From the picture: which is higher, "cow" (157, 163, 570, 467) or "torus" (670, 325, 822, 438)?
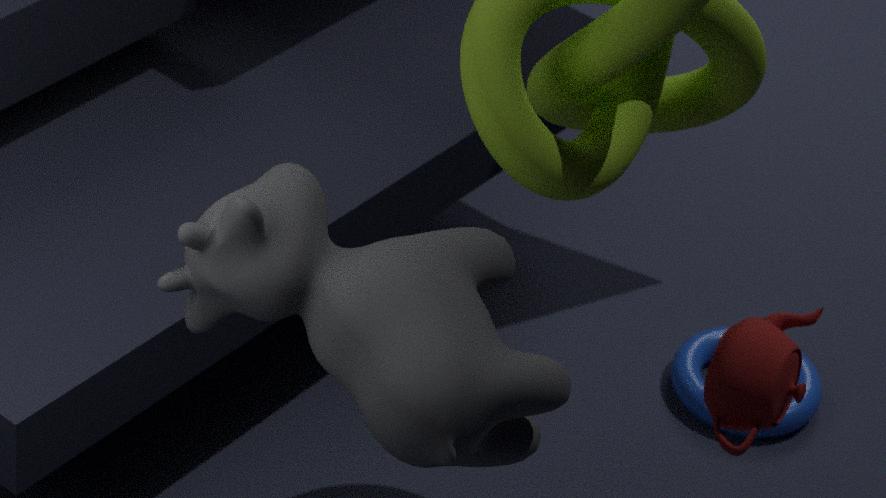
"cow" (157, 163, 570, 467)
